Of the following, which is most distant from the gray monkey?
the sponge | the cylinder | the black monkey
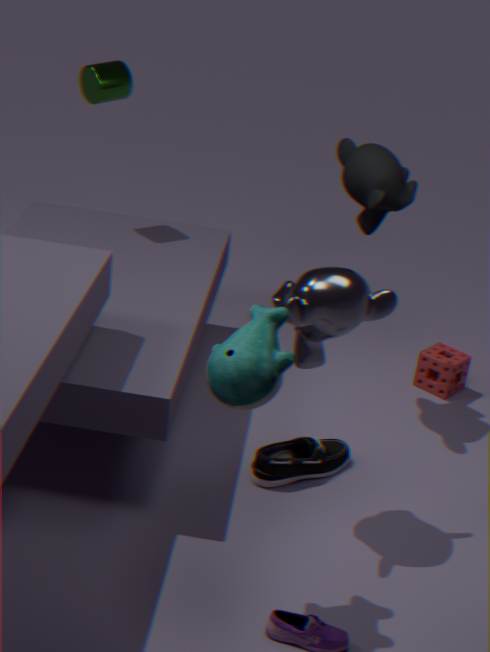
the cylinder
